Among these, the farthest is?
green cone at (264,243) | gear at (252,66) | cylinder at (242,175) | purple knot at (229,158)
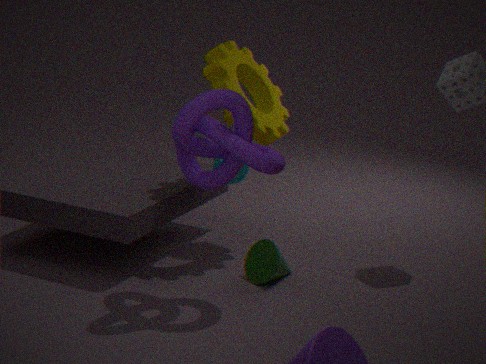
cylinder at (242,175)
